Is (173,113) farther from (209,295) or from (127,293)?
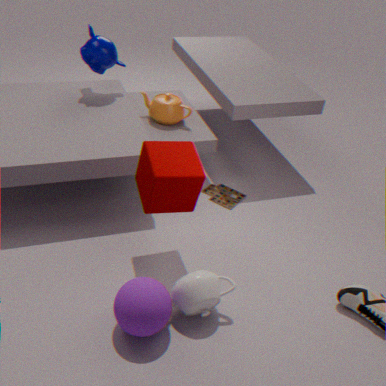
(127,293)
